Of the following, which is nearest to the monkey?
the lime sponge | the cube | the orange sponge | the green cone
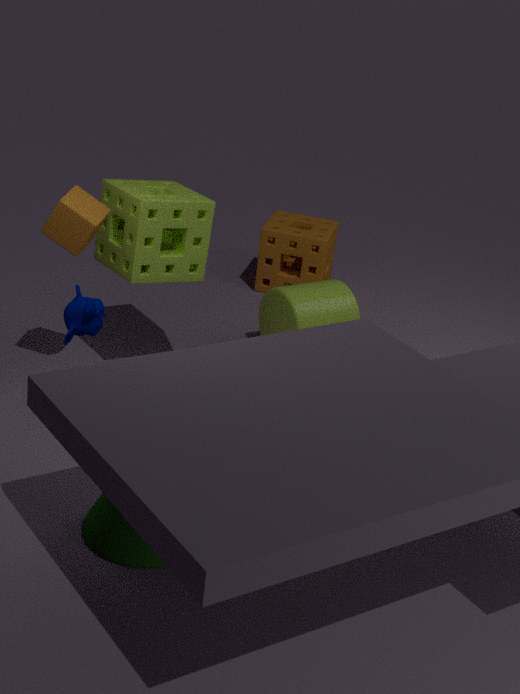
the cube
